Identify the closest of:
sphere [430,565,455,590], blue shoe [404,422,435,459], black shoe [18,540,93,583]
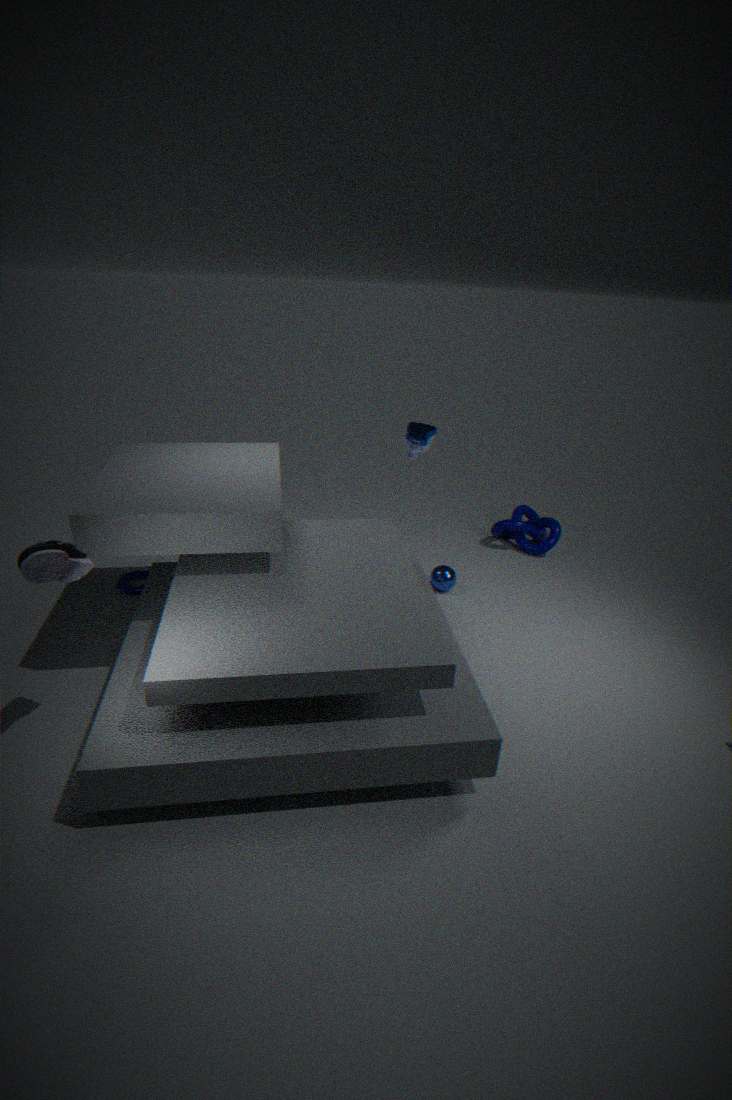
black shoe [18,540,93,583]
